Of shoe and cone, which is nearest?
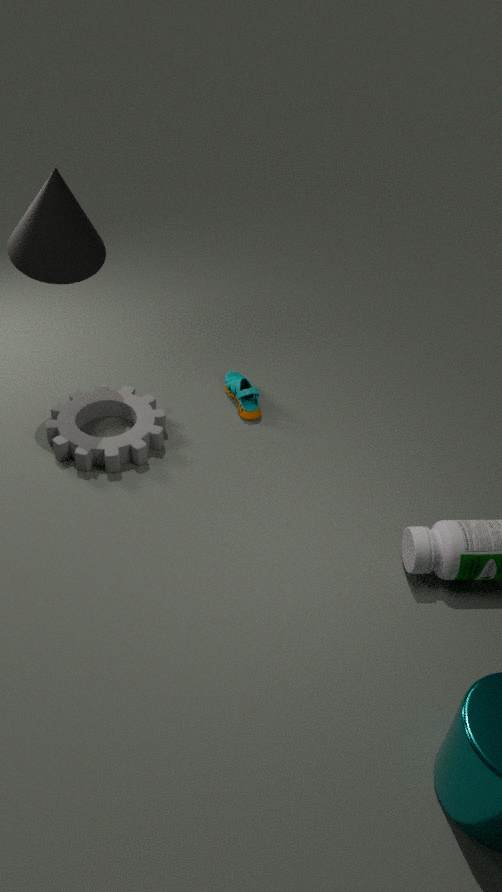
cone
